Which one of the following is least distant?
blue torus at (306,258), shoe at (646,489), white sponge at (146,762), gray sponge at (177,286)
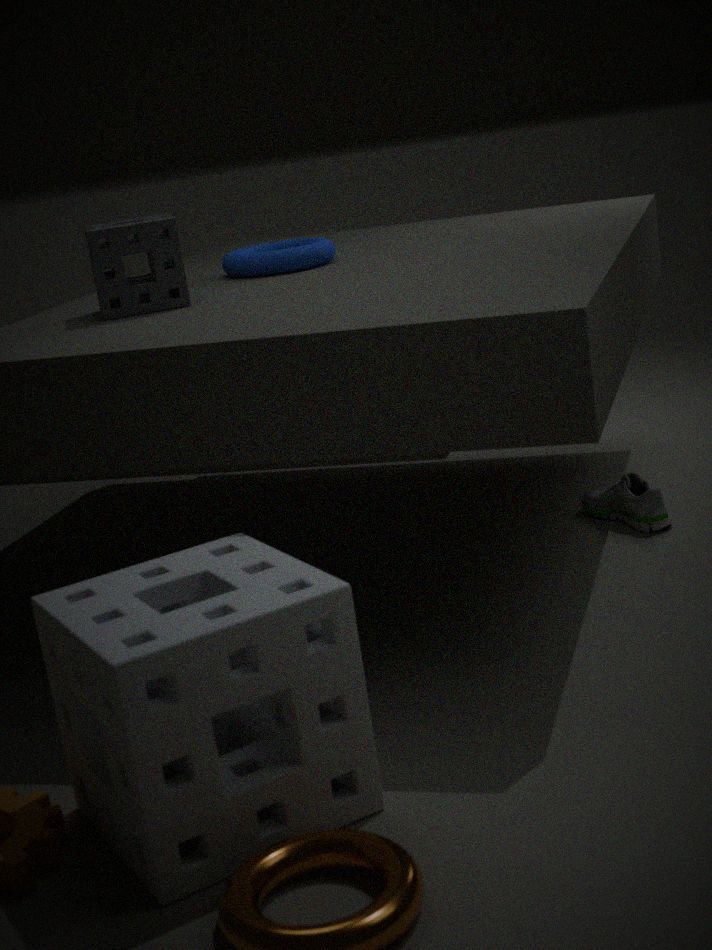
white sponge at (146,762)
